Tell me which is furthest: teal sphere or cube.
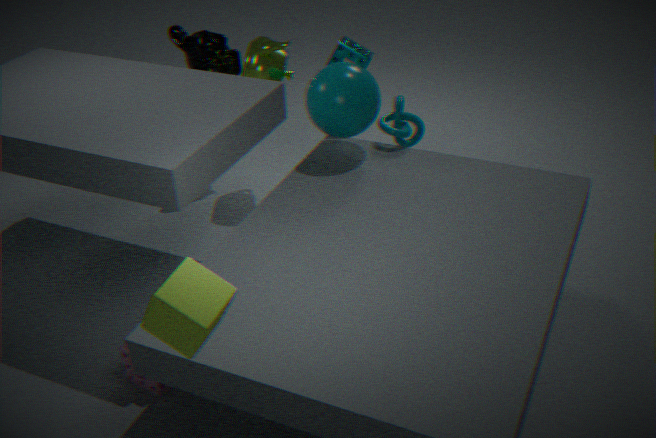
teal sphere
